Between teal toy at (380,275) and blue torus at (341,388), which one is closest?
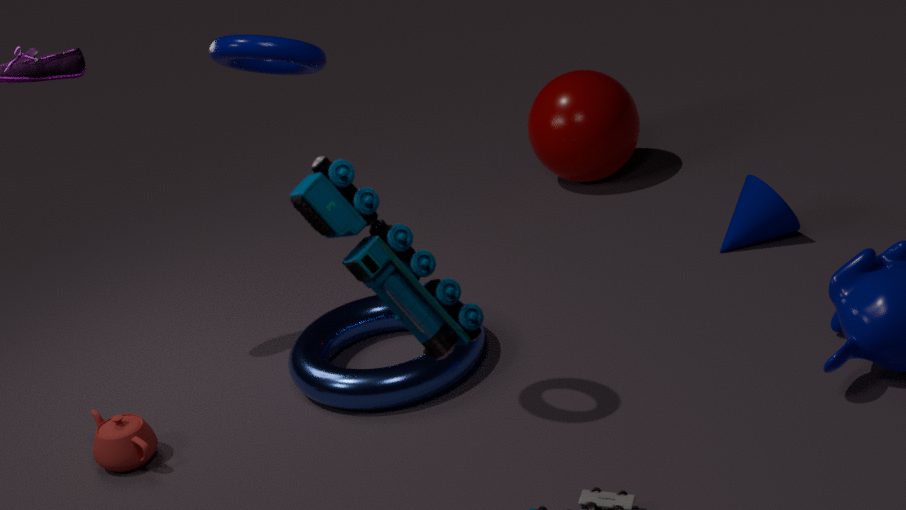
teal toy at (380,275)
